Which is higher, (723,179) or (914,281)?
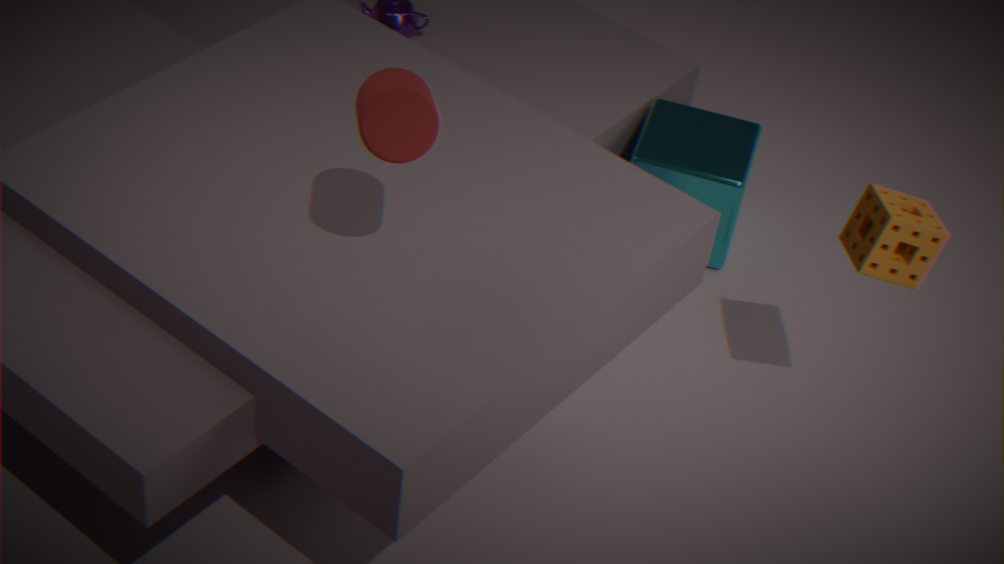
(914,281)
